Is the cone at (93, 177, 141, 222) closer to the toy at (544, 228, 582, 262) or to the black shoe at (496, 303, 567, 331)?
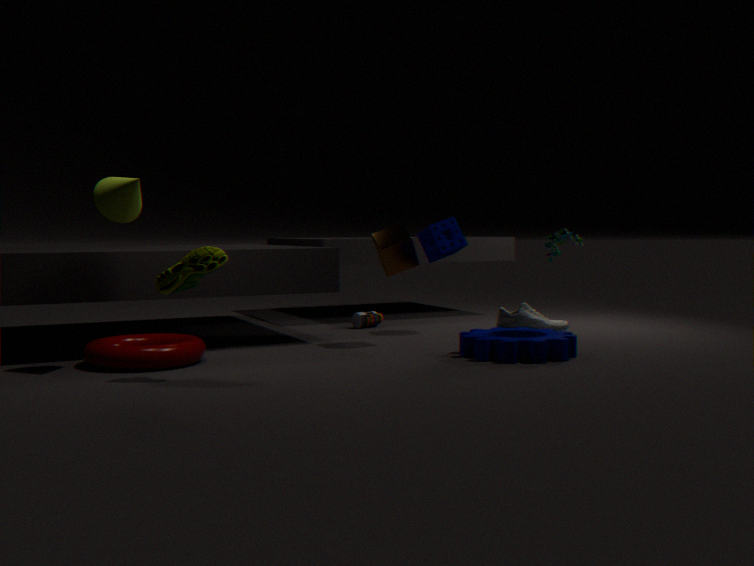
the toy at (544, 228, 582, 262)
